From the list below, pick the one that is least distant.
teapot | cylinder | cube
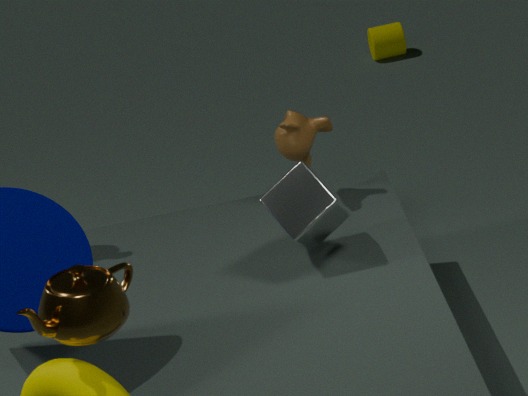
teapot
